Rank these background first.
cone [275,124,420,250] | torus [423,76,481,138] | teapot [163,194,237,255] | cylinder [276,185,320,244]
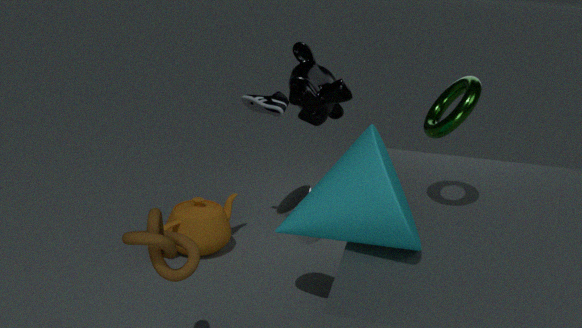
teapot [163,194,237,255] → cylinder [276,185,320,244] → torus [423,76,481,138] → cone [275,124,420,250]
